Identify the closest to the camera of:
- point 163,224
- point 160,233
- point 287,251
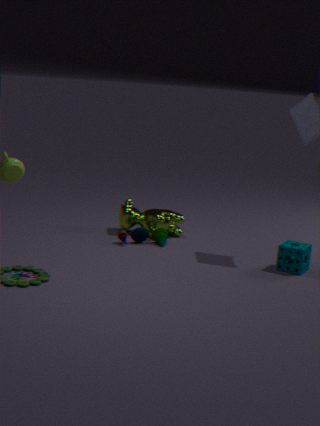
point 287,251
